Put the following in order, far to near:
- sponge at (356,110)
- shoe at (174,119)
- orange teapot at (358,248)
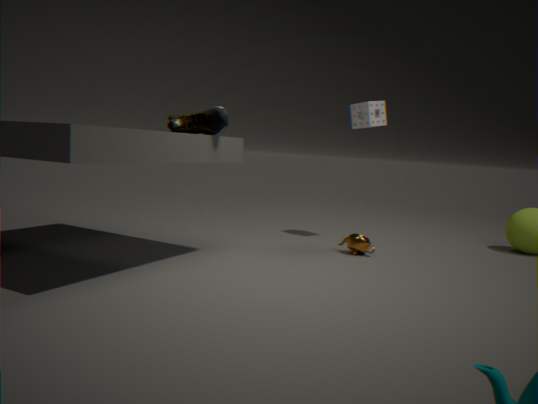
sponge at (356,110) < orange teapot at (358,248) < shoe at (174,119)
